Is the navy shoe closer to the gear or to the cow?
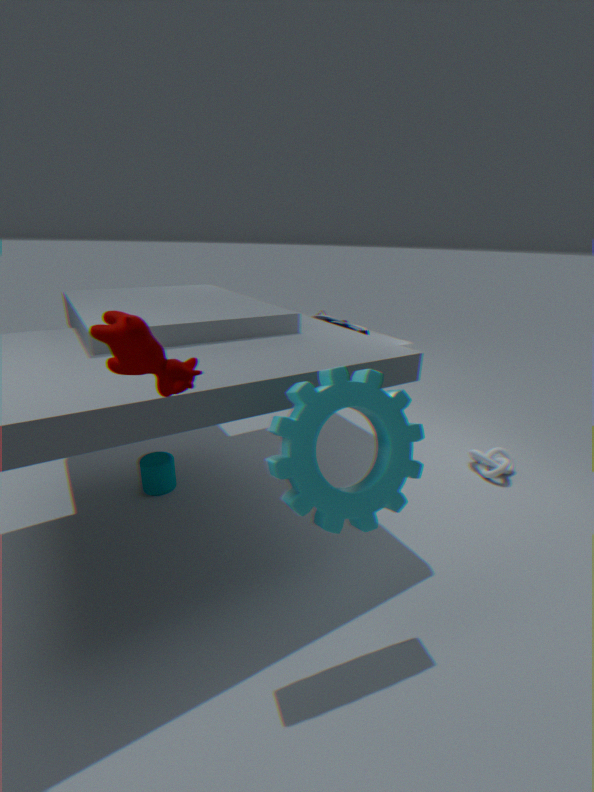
the gear
